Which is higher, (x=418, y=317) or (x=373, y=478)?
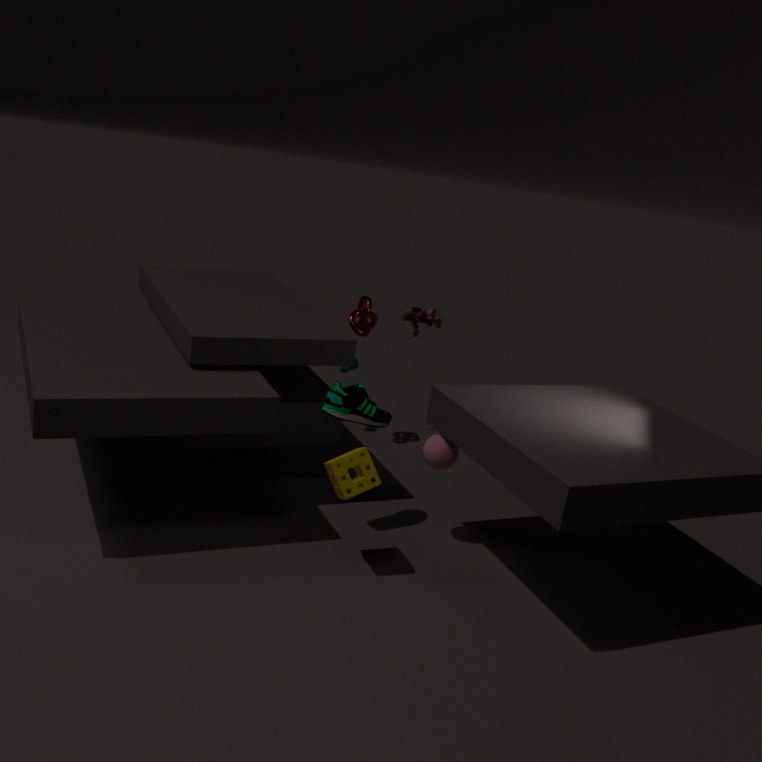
(x=418, y=317)
